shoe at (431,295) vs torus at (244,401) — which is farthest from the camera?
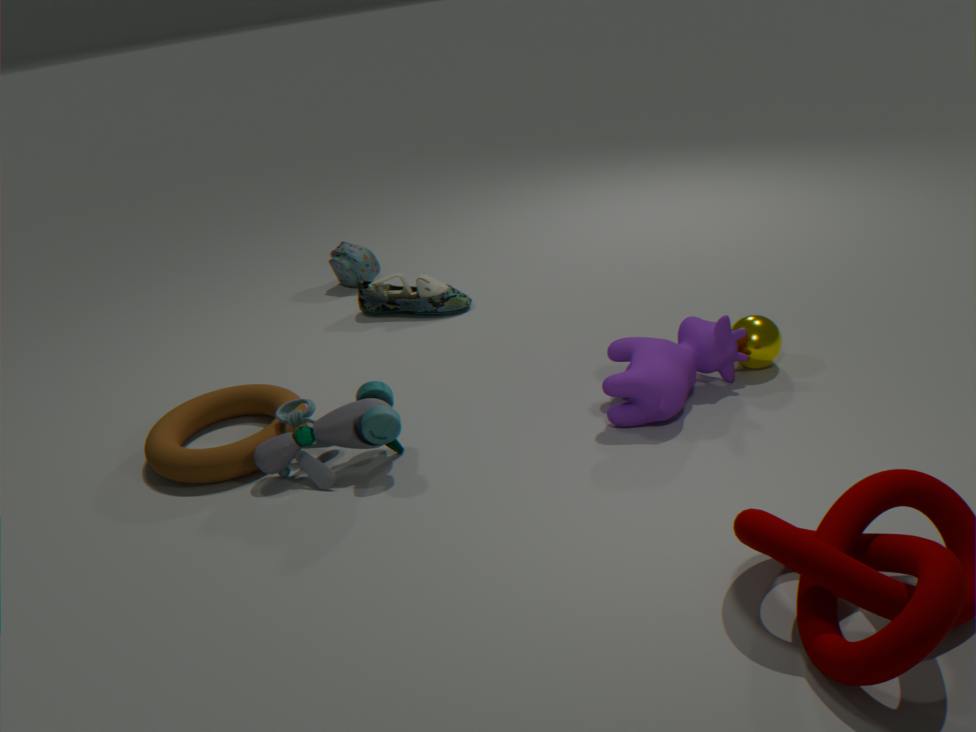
shoe at (431,295)
